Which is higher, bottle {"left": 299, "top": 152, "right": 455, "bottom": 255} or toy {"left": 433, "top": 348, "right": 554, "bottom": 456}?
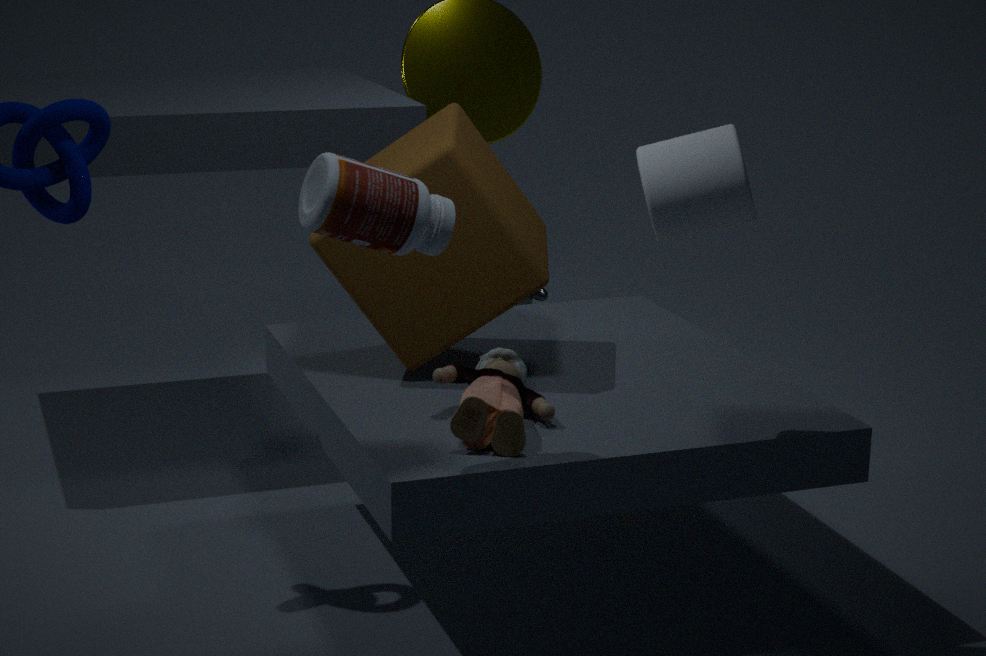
bottle {"left": 299, "top": 152, "right": 455, "bottom": 255}
